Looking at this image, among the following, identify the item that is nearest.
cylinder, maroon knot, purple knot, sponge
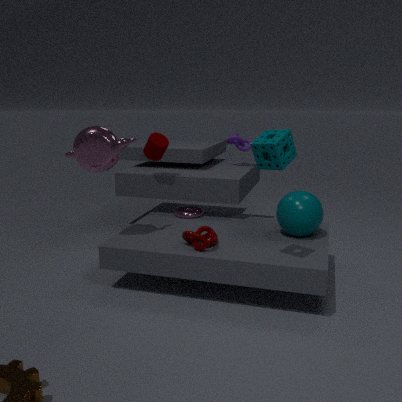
sponge
